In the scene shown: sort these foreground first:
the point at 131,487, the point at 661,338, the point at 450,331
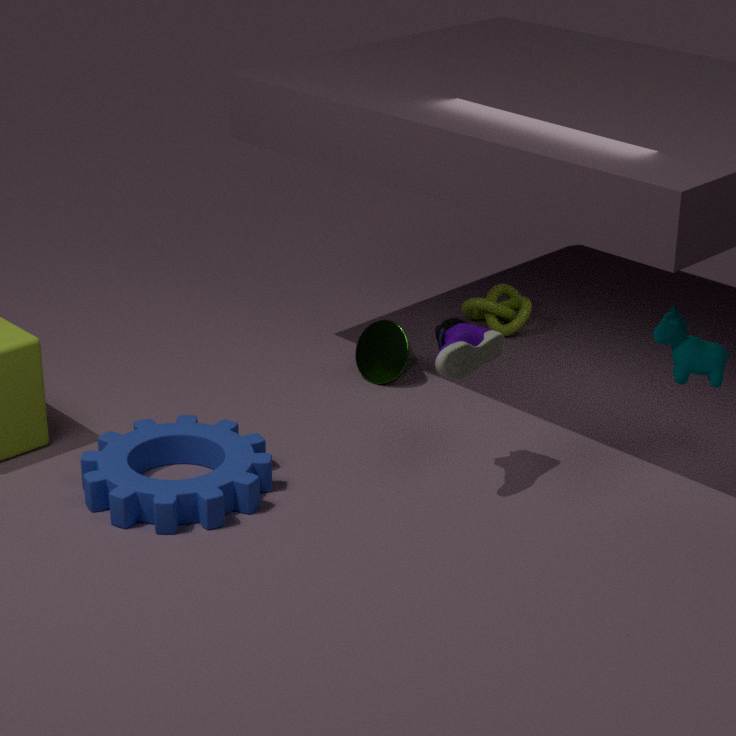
the point at 131,487
the point at 450,331
the point at 661,338
